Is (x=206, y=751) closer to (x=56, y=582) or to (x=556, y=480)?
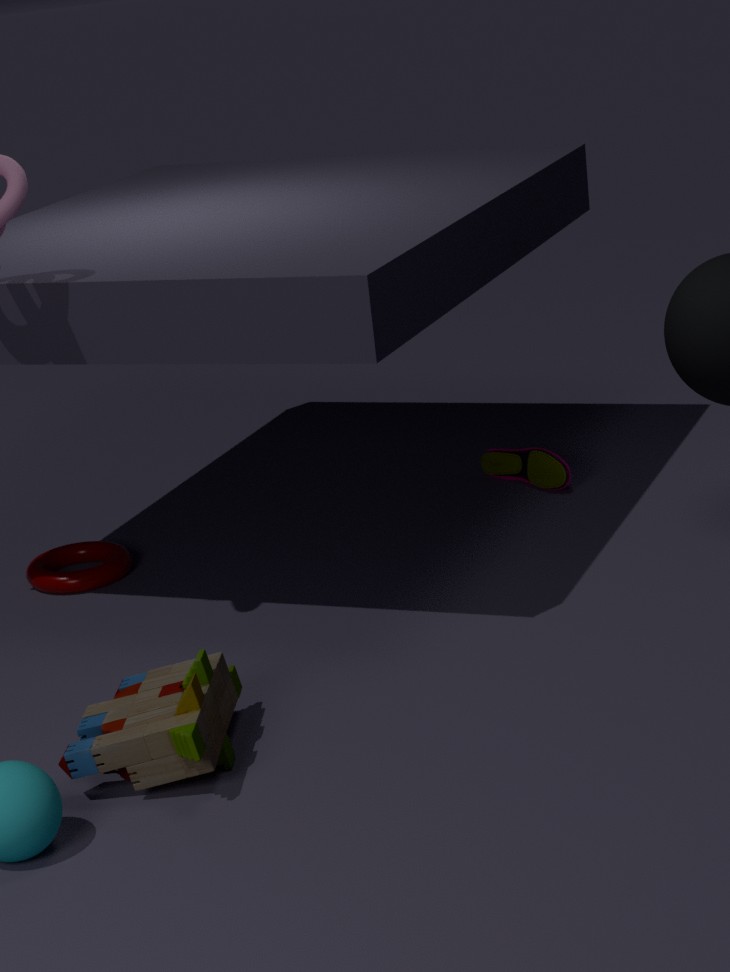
(x=56, y=582)
